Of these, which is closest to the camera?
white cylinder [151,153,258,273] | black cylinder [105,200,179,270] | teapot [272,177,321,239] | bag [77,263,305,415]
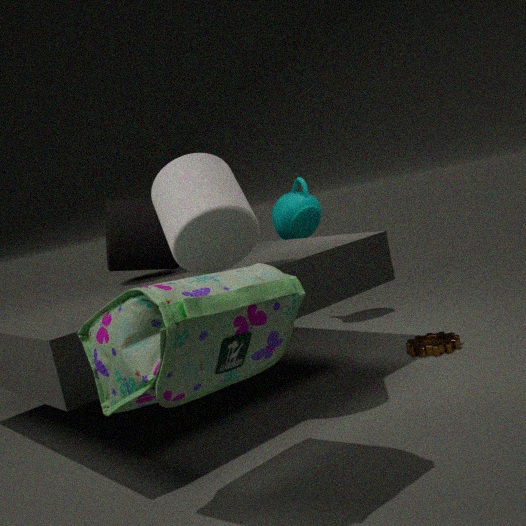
bag [77,263,305,415]
